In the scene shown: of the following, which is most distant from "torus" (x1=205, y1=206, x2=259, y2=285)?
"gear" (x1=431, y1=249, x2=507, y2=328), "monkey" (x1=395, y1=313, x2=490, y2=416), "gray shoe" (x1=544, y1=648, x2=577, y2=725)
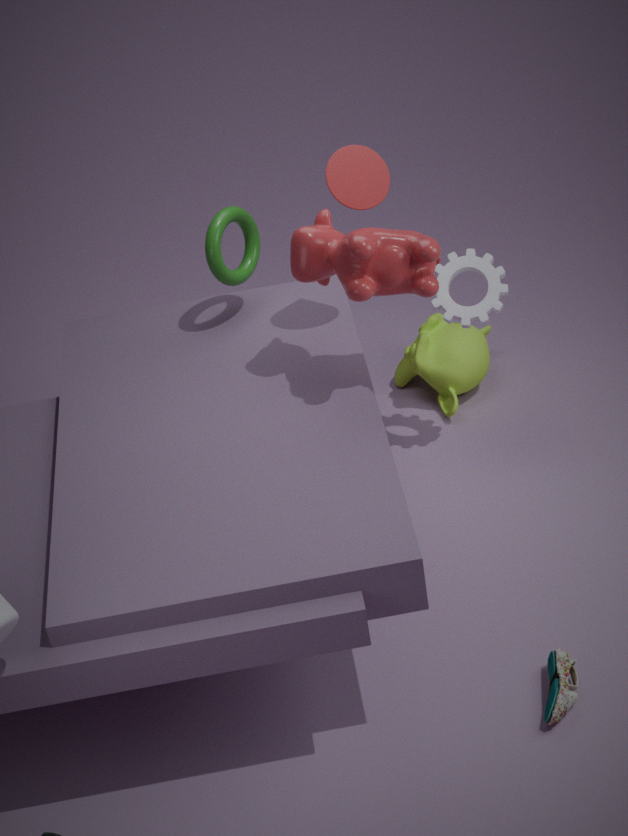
"gray shoe" (x1=544, y1=648, x2=577, y2=725)
